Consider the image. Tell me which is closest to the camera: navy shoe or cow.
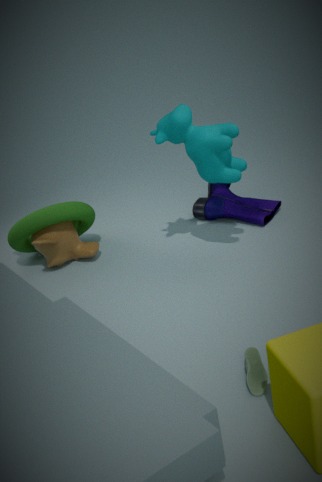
cow
